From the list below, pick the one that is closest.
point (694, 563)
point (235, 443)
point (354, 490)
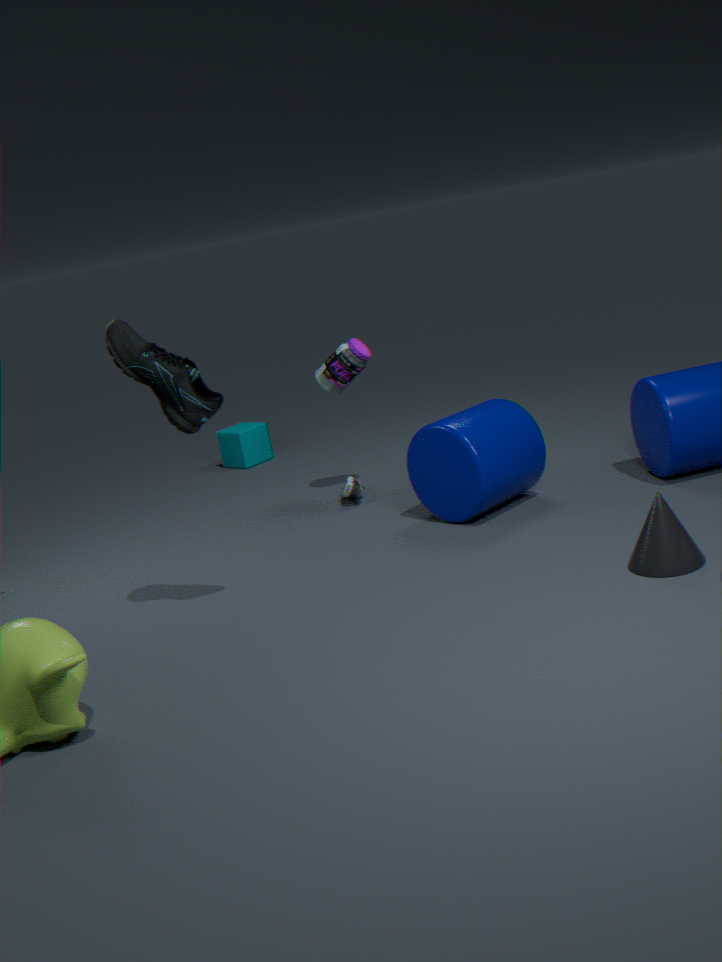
point (694, 563)
